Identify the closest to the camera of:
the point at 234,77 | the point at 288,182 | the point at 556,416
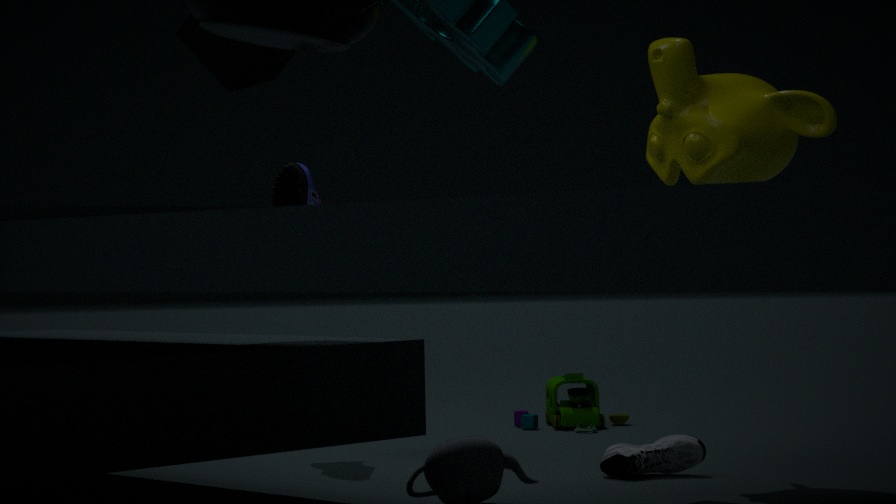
the point at 234,77
